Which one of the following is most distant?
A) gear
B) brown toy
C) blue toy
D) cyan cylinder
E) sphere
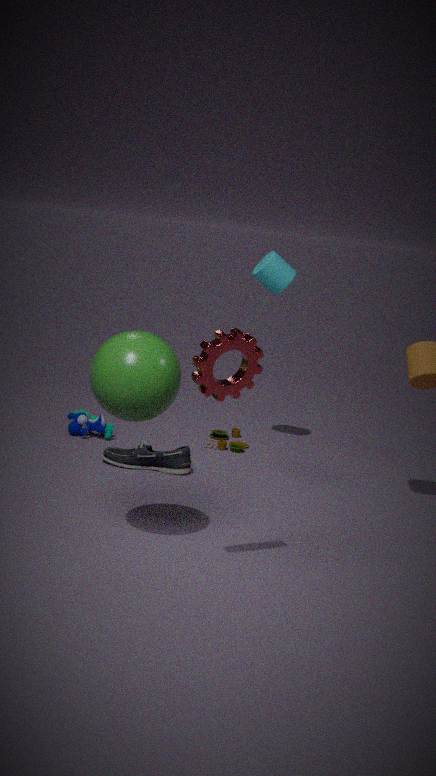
brown toy
